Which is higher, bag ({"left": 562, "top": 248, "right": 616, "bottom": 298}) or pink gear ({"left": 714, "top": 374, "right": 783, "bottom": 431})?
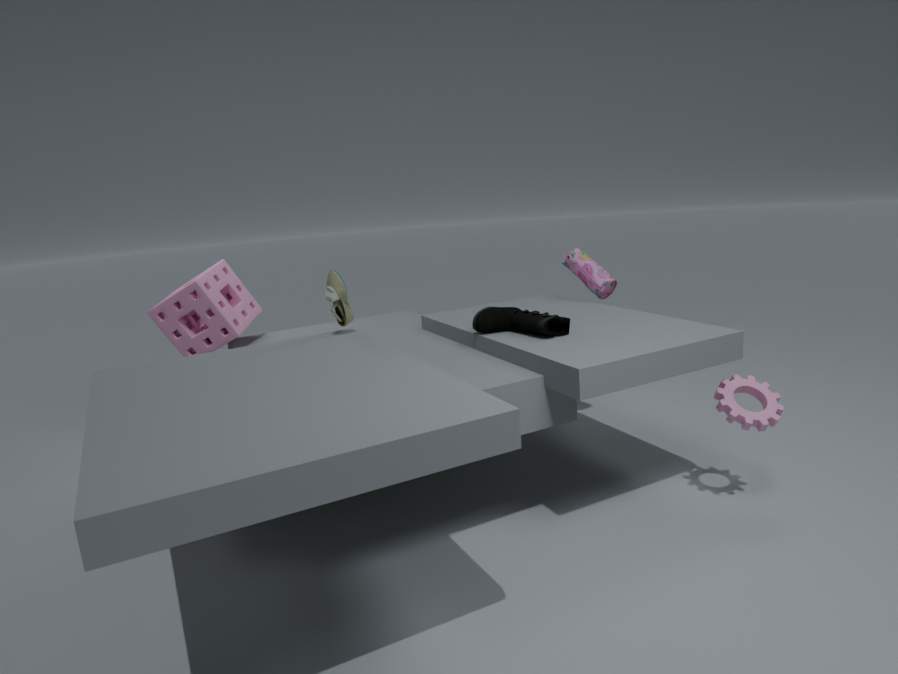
bag ({"left": 562, "top": 248, "right": 616, "bottom": 298})
